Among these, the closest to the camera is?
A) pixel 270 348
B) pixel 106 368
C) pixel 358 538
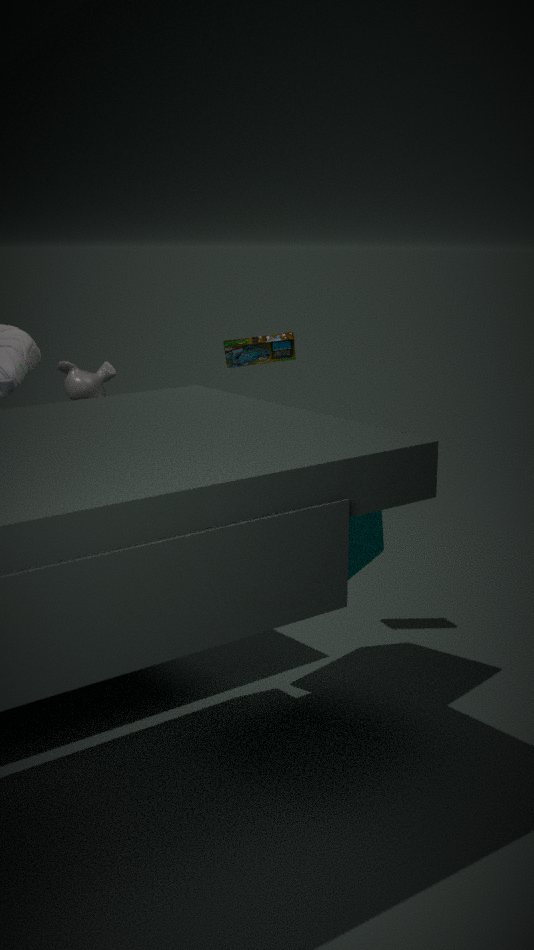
pixel 358 538
